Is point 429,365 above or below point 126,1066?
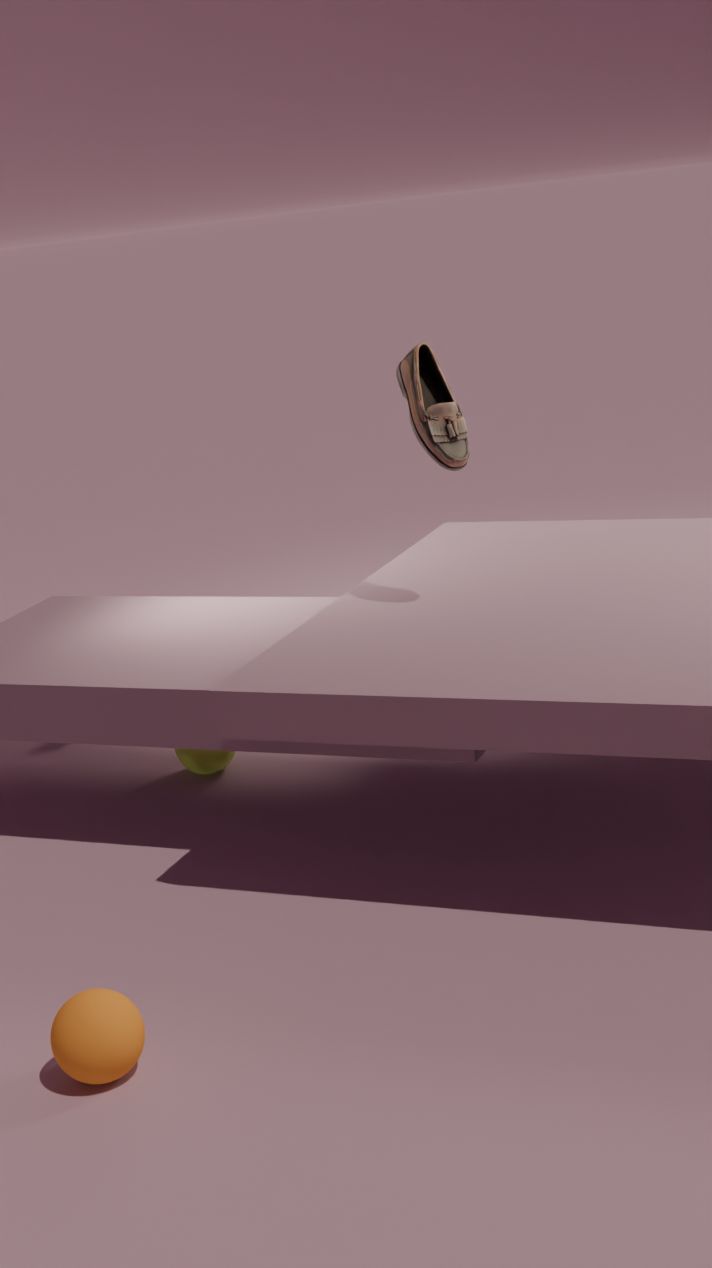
above
